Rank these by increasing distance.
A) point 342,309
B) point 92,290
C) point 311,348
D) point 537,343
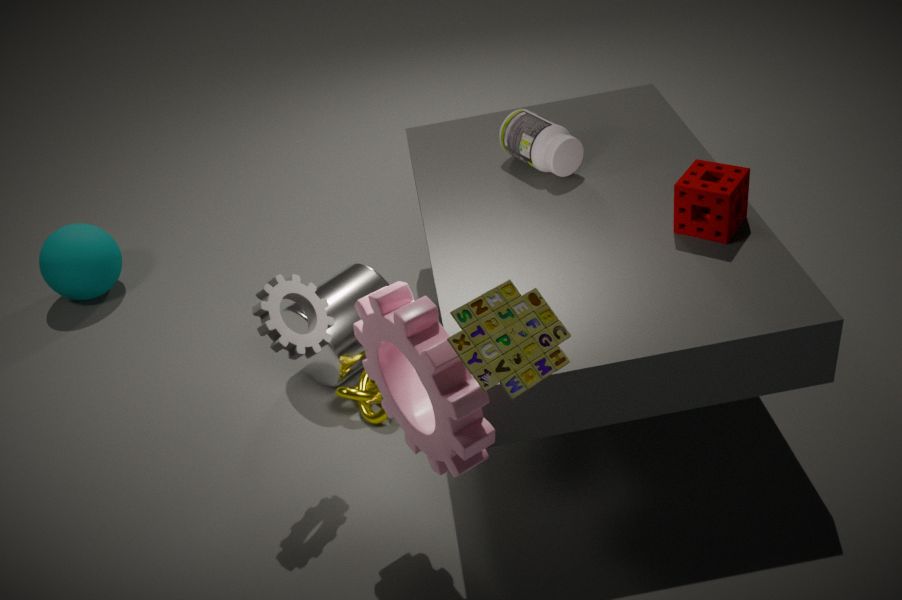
point 537,343
point 311,348
point 342,309
point 92,290
